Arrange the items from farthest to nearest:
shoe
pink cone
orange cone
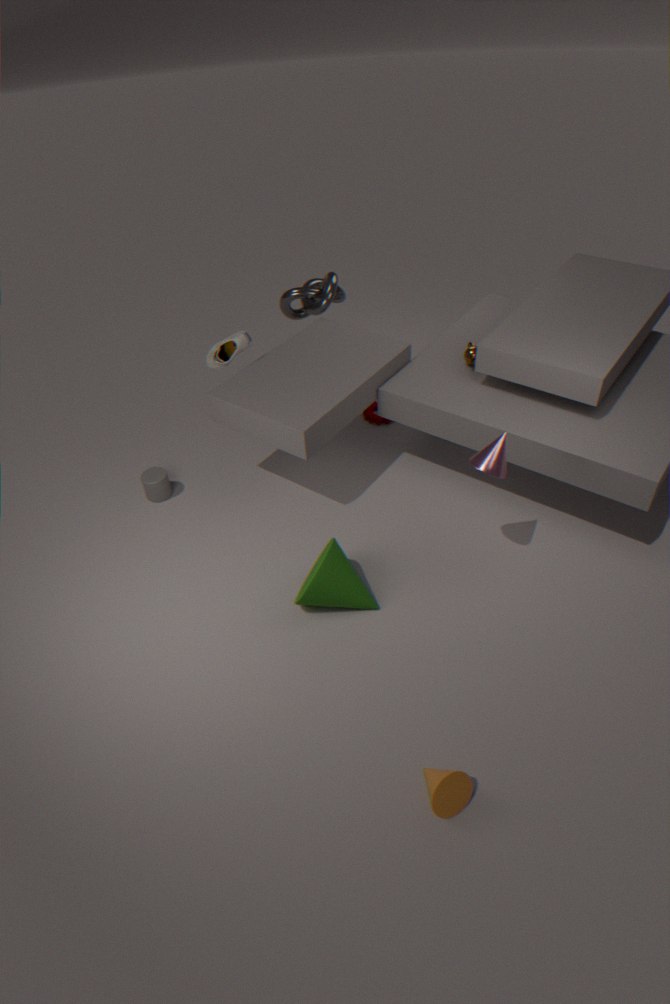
shoe < pink cone < orange cone
